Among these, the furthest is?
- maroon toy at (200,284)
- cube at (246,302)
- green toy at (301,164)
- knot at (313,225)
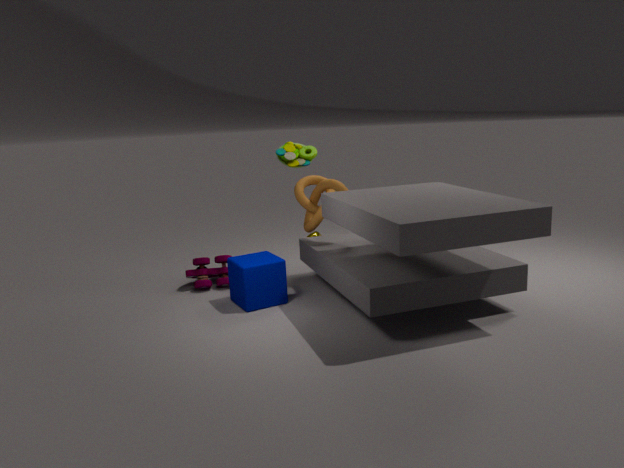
green toy at (301,164)
